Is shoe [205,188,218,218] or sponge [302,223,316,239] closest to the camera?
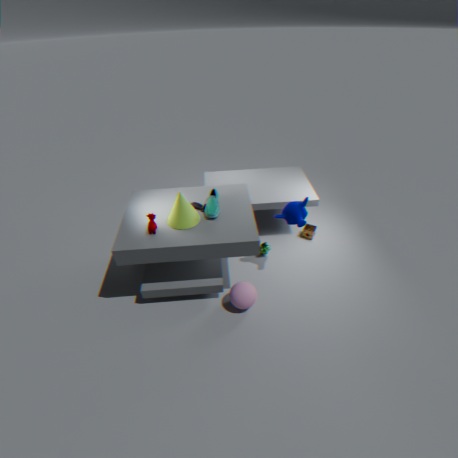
shoe [205,188,218,218]
